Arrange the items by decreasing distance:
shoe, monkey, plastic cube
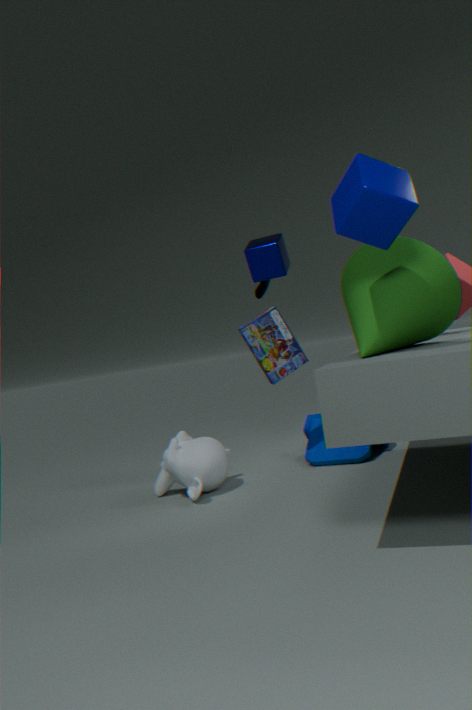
shoe → monkey → plastic cube
